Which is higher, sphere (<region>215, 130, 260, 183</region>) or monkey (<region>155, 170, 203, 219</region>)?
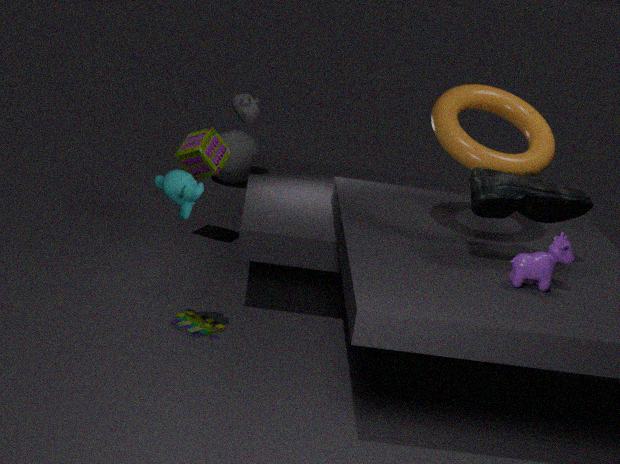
monkey (<region>155, 170, 203, 219</region>)
